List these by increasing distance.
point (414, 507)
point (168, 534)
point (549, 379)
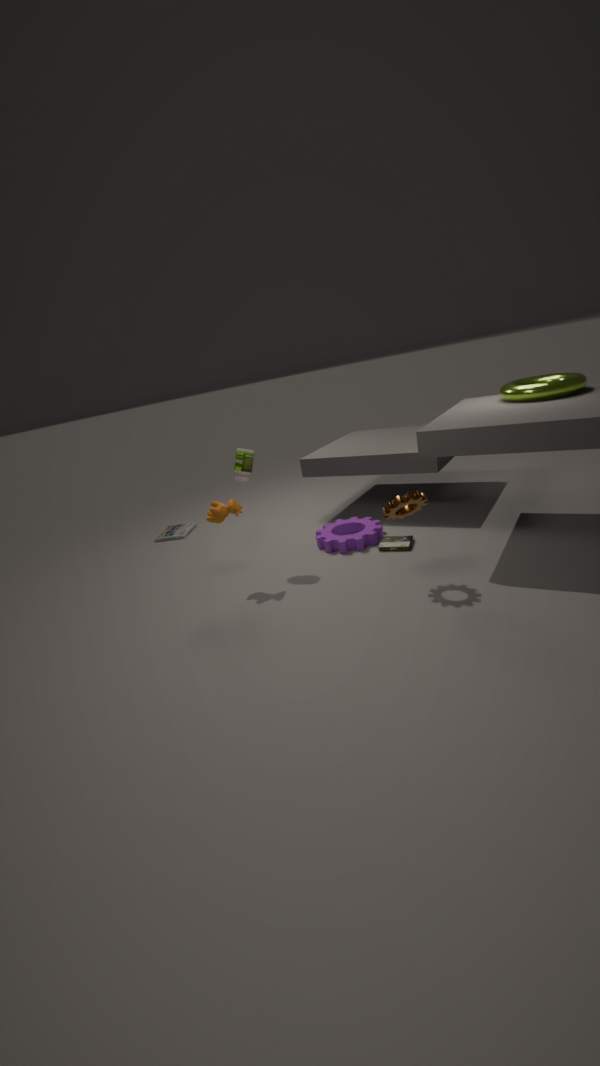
point (414, 507), point (549, 379), point (168, 534)
